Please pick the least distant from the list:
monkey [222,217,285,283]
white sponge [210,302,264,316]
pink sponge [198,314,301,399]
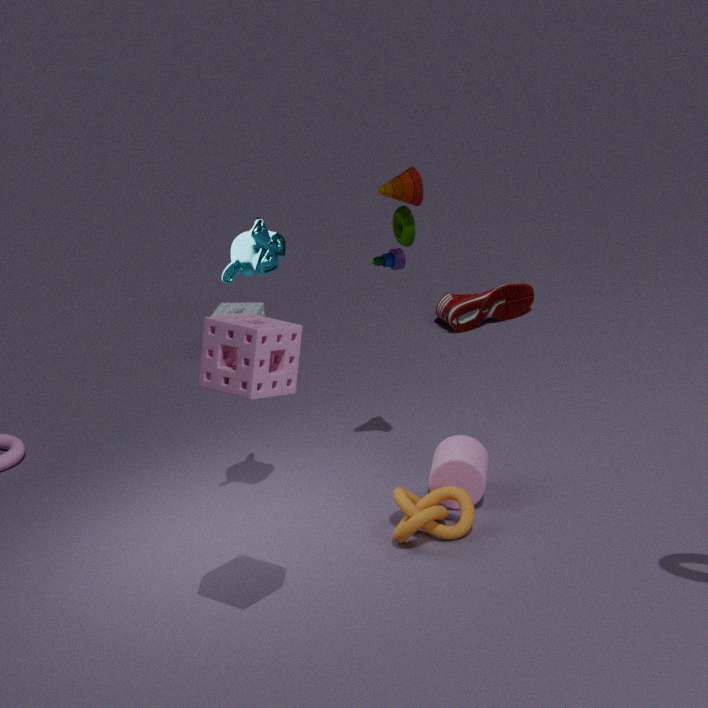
pink sponge [198,314,301,399]
